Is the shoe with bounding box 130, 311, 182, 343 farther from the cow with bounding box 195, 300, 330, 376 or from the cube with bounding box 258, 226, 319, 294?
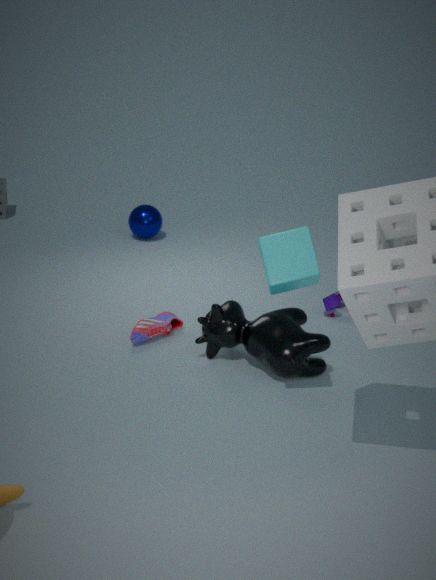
the cube with bounding box 258, 226, 319, 294
